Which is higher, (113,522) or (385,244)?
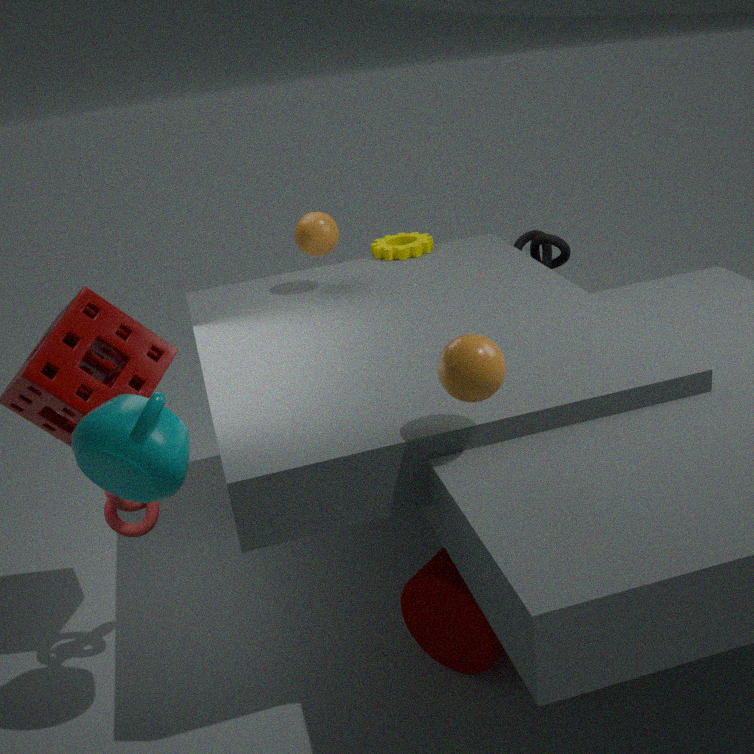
(385,244)
